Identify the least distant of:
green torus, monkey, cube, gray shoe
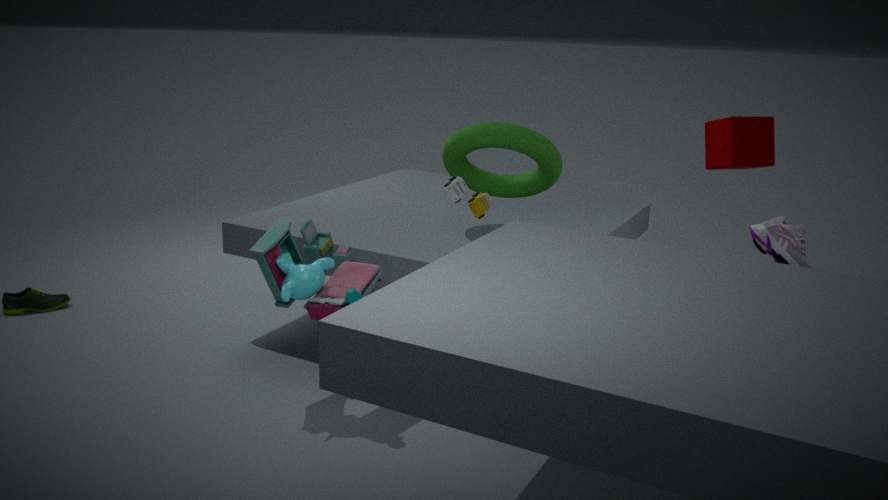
cube
